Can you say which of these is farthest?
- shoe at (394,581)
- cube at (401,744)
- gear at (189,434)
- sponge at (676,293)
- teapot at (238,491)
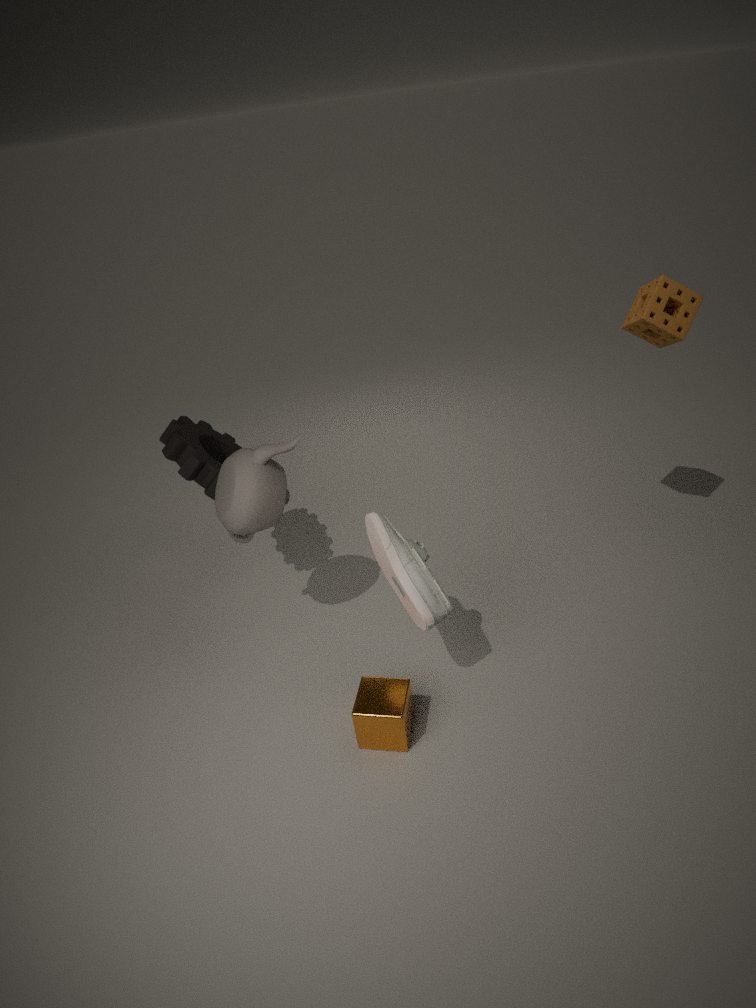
gear at (189,434)
